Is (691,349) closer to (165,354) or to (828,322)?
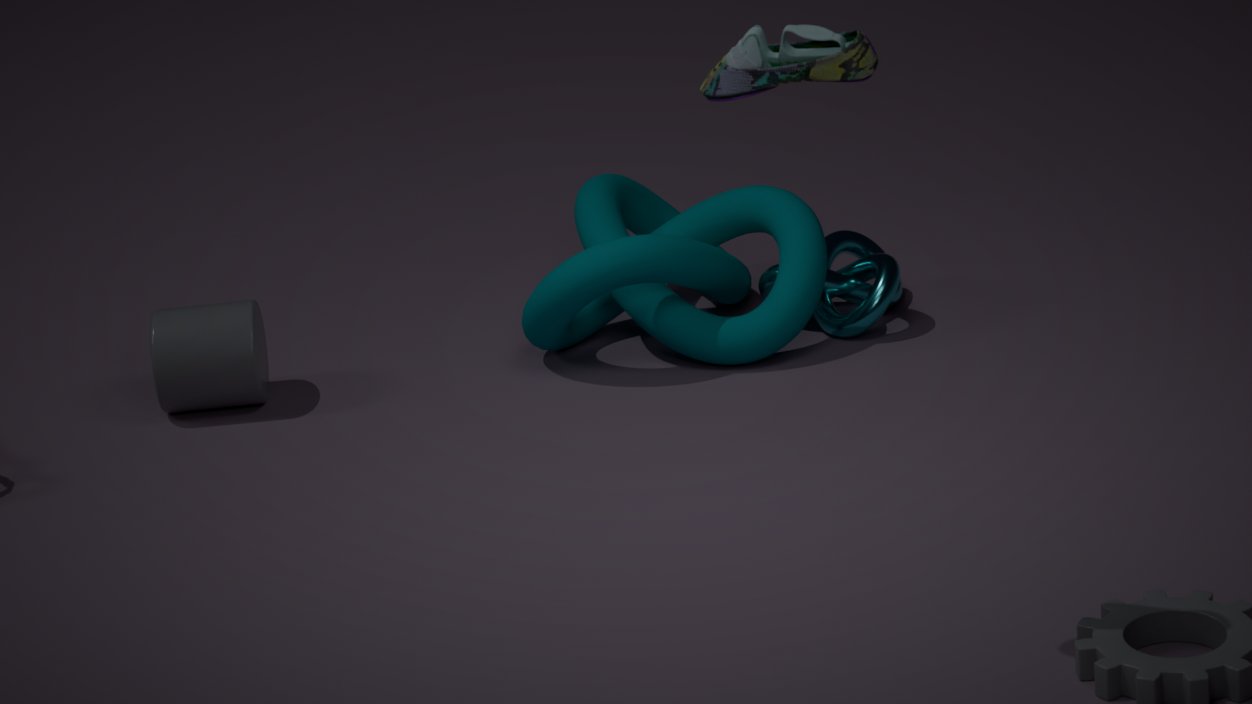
(828,322)
